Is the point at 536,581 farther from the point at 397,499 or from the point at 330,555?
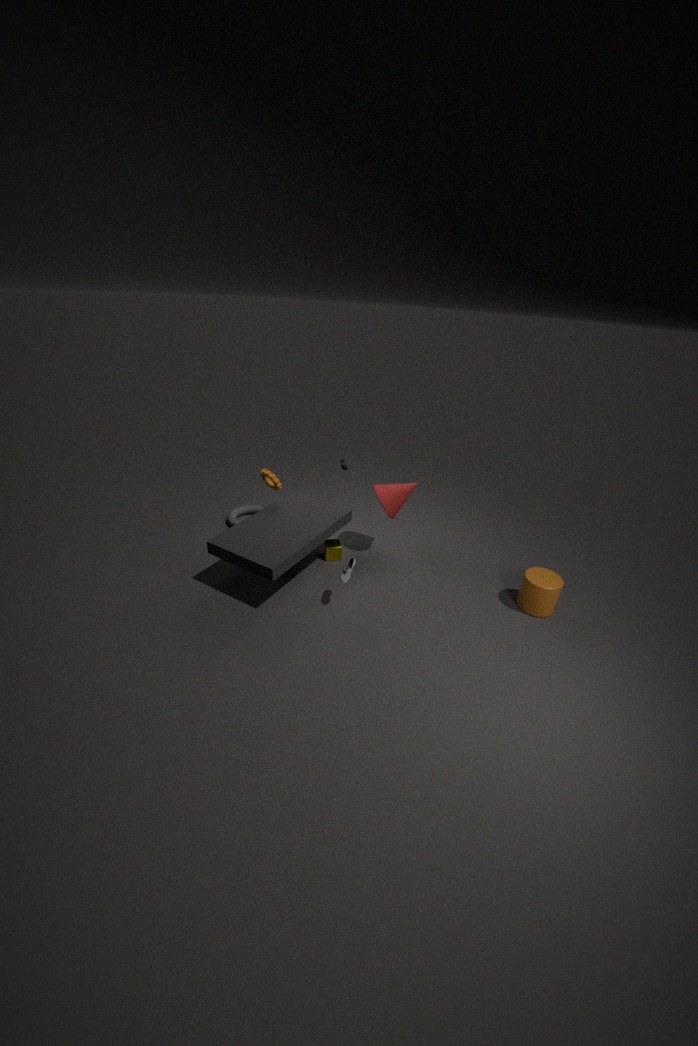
the point at 330,555
